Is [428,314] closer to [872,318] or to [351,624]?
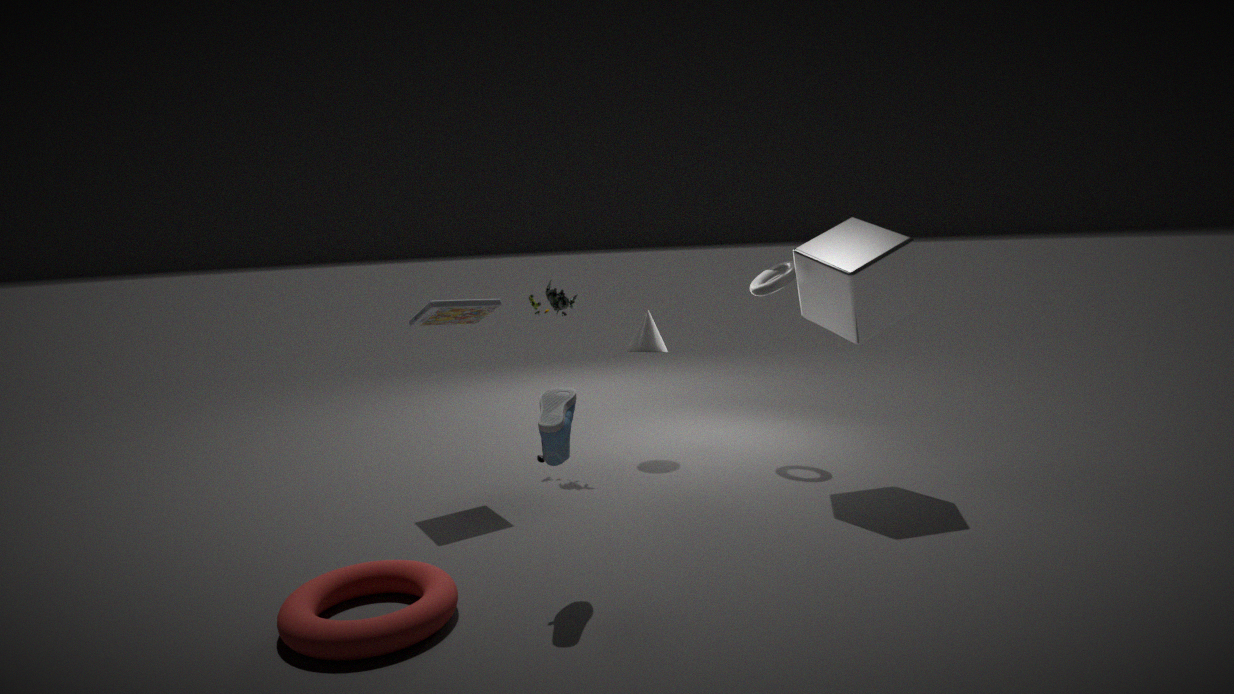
[351,624]
